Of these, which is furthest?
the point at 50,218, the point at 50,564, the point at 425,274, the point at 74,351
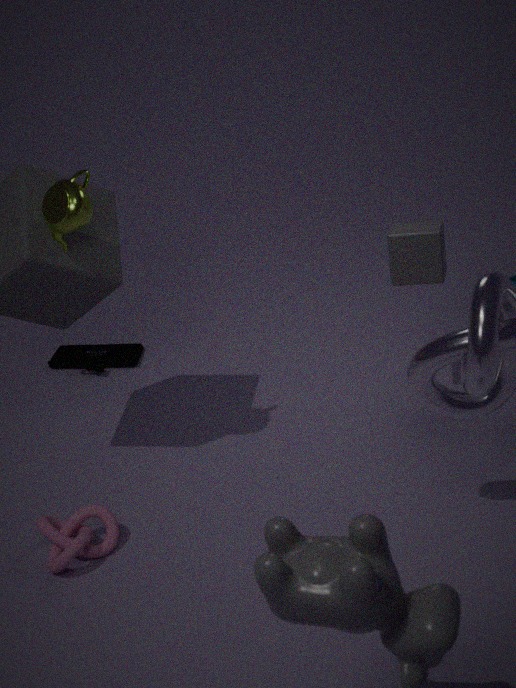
the point at 74,351
